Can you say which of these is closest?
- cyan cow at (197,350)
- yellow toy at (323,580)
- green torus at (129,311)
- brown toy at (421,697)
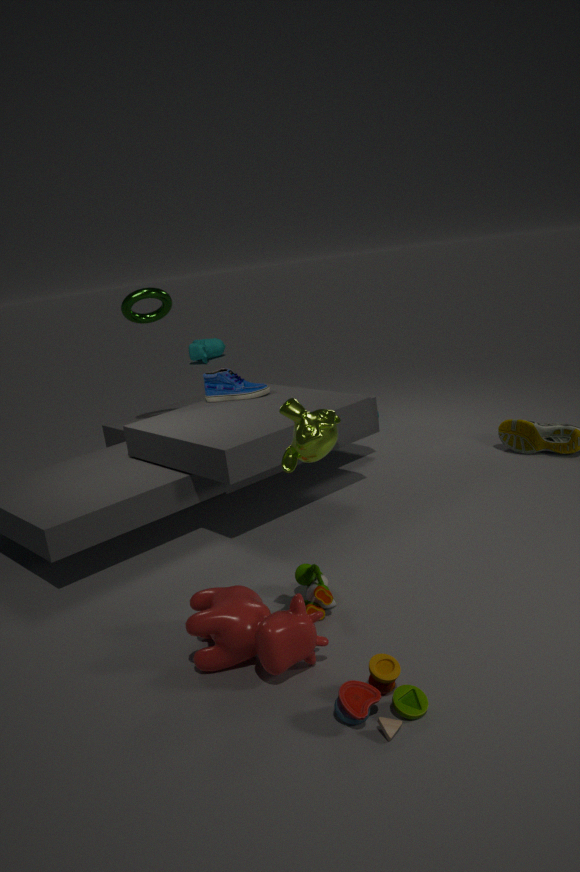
brown toy at (421,697)
